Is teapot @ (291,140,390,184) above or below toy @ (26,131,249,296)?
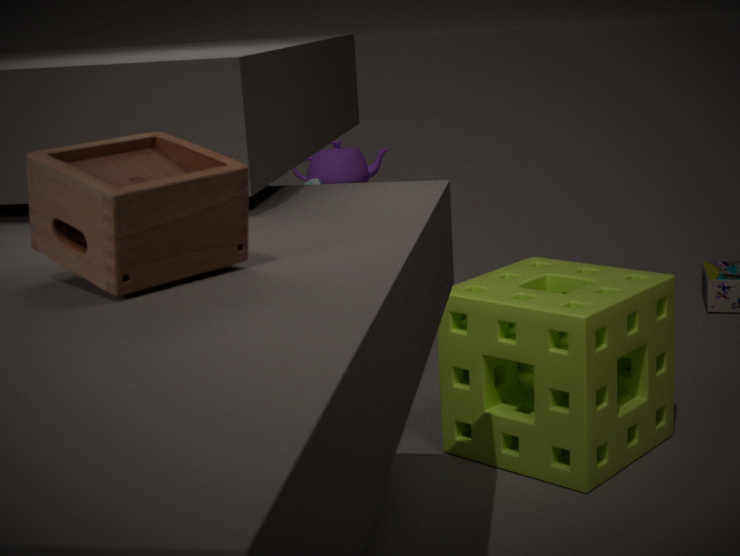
below
